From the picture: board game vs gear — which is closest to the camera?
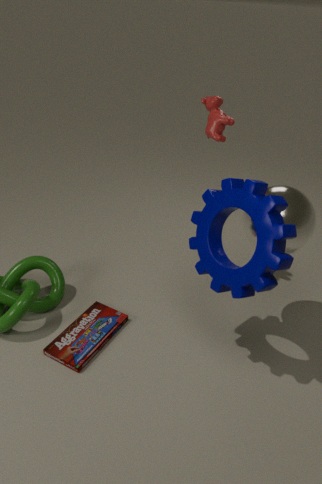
gear
